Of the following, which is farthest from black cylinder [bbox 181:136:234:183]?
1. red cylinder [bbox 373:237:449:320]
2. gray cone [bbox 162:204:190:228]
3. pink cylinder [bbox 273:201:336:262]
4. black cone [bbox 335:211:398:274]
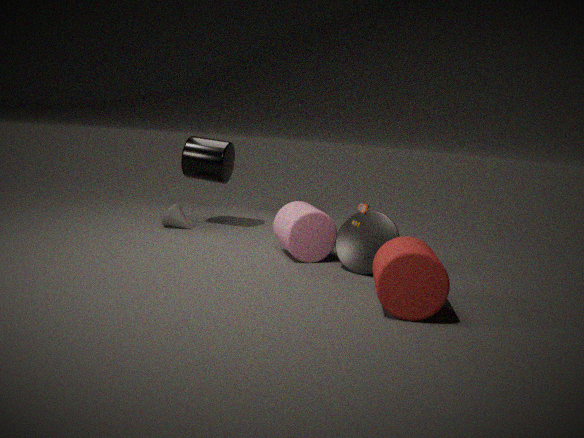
red cylinder [bbox 373:237:449:320]
